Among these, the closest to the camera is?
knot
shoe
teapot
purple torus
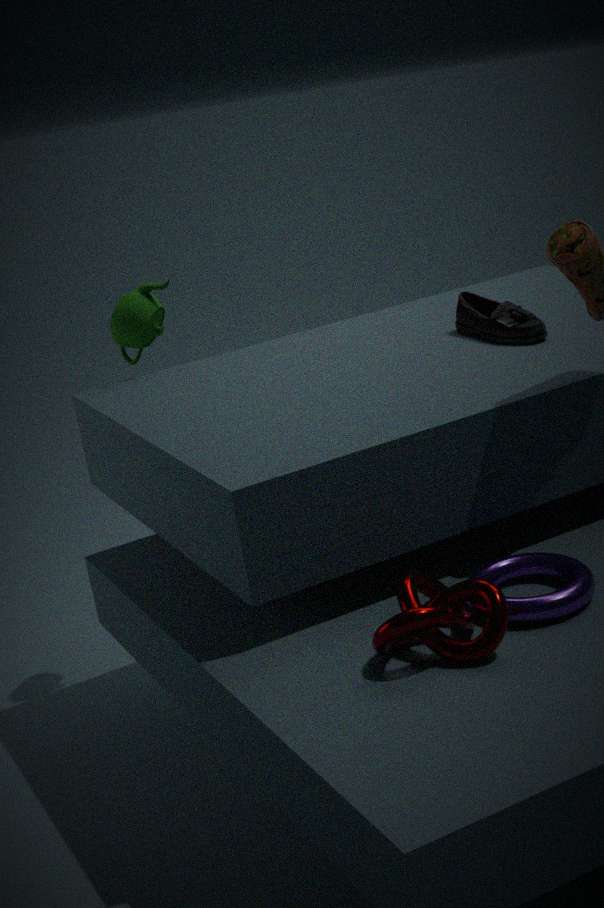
knot
